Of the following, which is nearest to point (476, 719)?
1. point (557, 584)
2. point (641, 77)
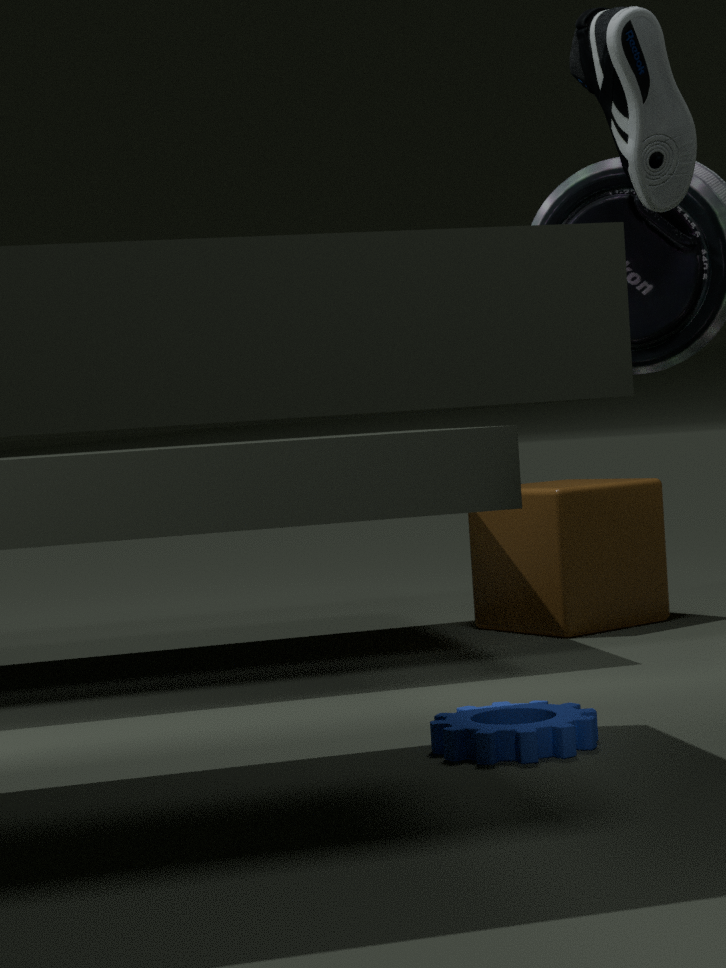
point (641, 77)
